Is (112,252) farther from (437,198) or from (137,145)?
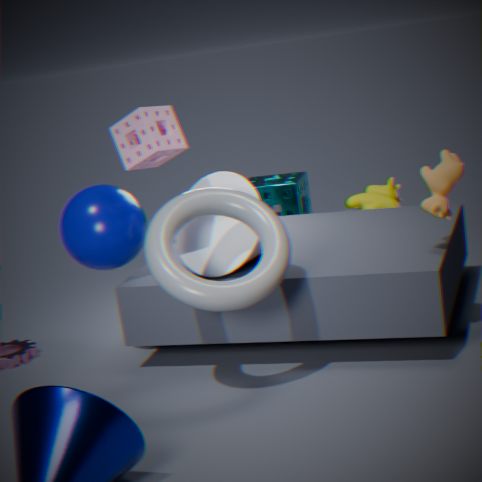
(437,198)
